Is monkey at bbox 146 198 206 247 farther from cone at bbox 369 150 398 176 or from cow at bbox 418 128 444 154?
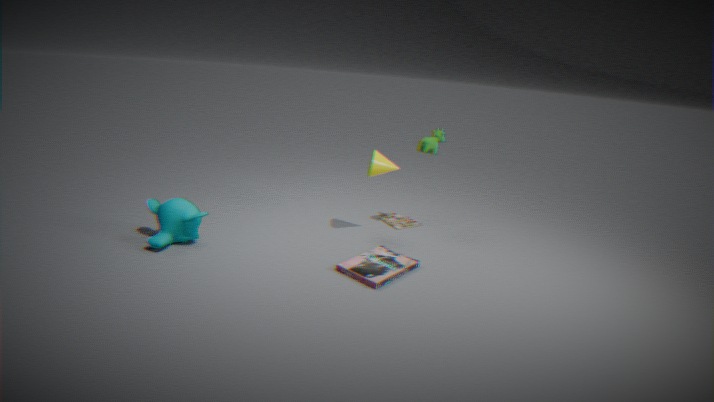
cow at bbox 418 128 444 154
